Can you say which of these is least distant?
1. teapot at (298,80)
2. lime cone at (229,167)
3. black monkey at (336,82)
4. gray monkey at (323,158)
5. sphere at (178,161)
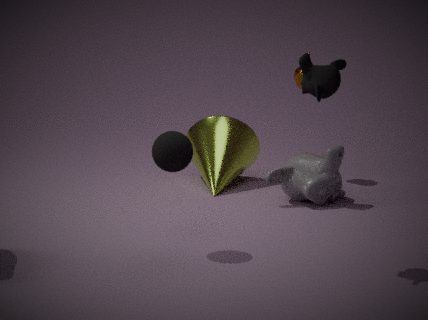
black monkey at (336,82)
